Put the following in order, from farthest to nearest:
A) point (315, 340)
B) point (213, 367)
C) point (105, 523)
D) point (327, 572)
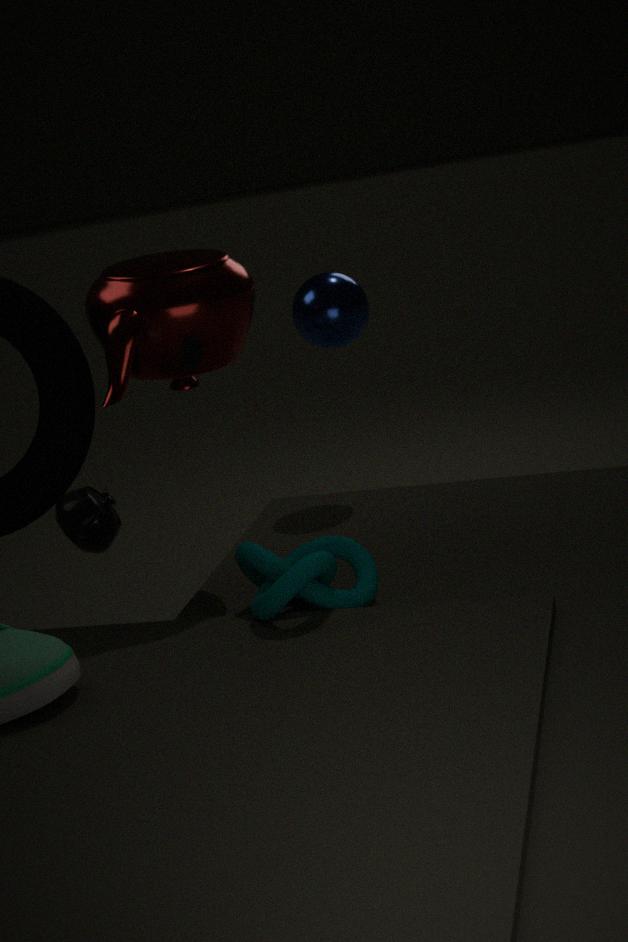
1. point (105, 523)
2. point (315, 340)
3. point (213, 367)
4. point (327, 572)
